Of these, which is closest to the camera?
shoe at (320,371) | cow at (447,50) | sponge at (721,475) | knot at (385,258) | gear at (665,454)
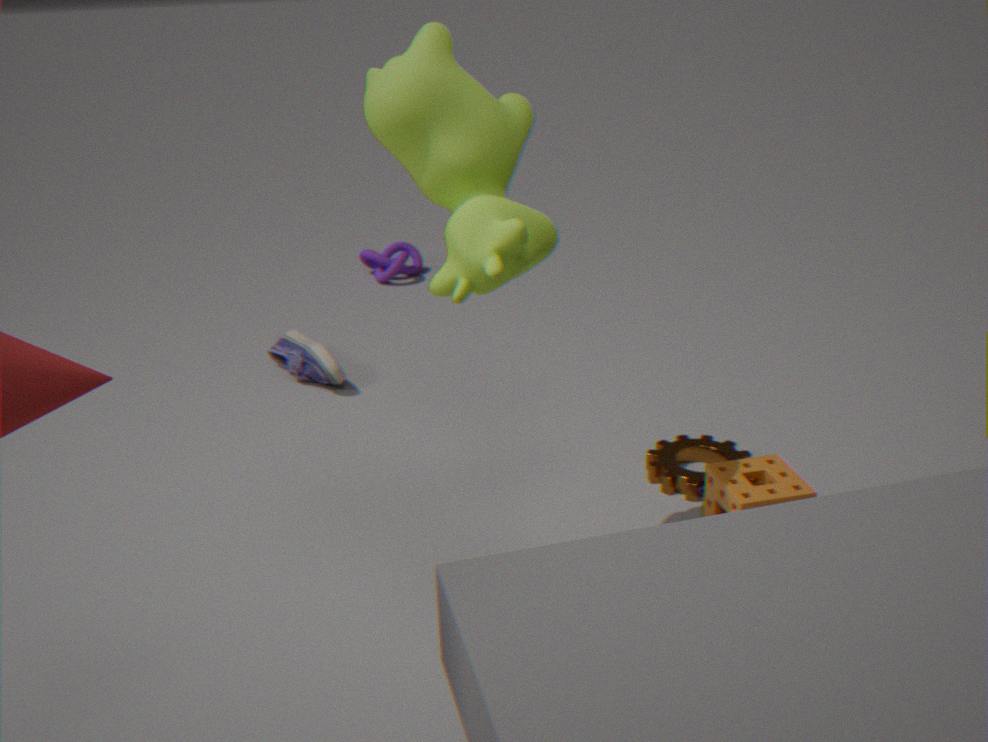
cow at (447,50)
